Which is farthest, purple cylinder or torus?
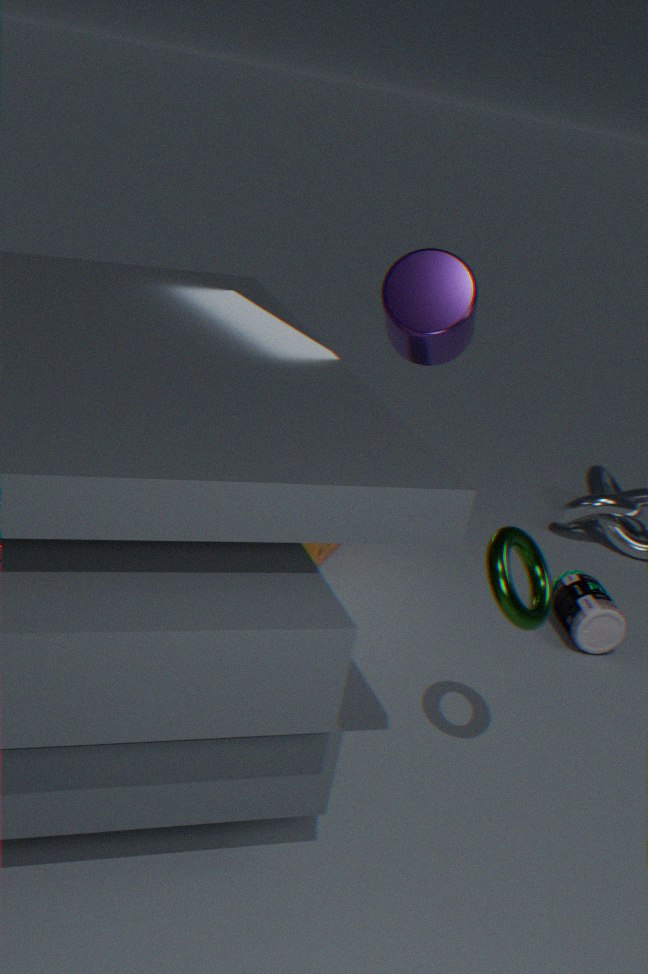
purple cylinder
